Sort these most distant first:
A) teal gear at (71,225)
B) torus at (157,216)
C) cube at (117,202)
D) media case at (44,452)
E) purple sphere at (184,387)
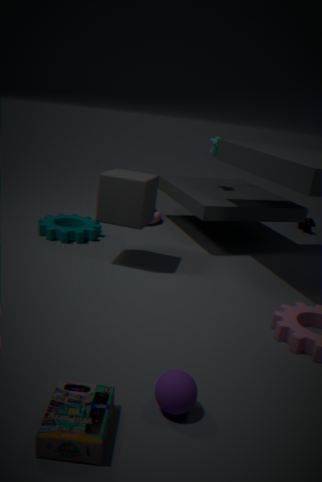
torus at (157,216)
teal gear at (71,225)
cube at (117,202)
purple sphere at (184,387)
media case at (44,452)
